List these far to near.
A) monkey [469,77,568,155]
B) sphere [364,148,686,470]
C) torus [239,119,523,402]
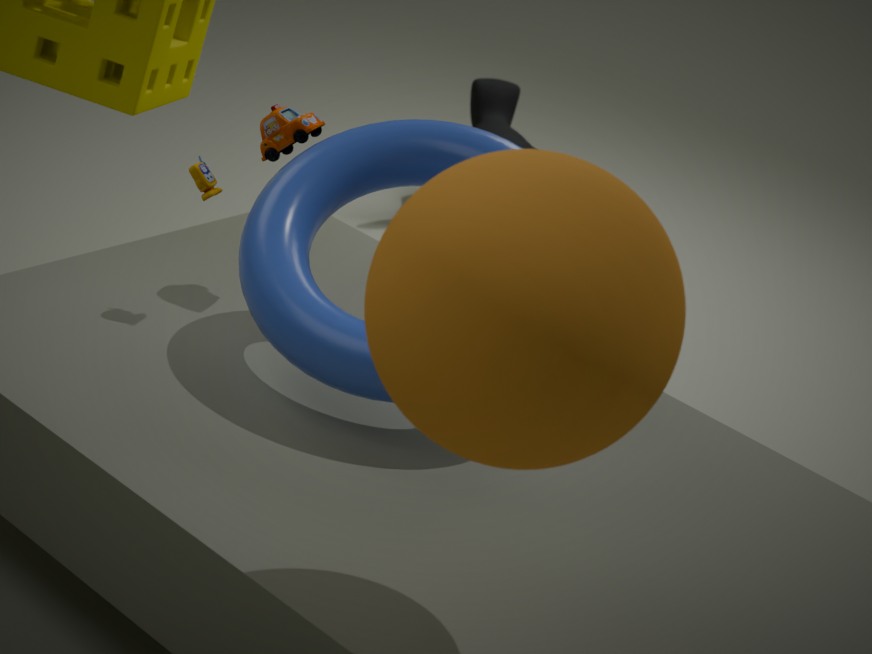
monkey [469,77,568,155]
torus [239,119,523,402]
sphere [364,148,686,470]
